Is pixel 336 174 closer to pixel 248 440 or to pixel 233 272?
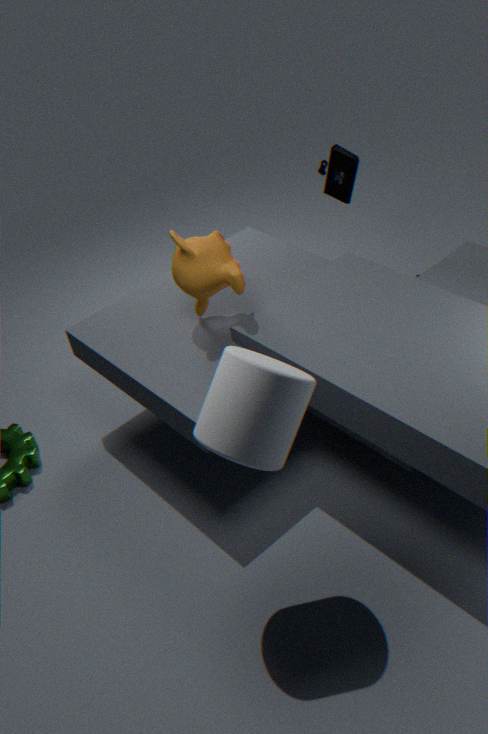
pixel 233 272
